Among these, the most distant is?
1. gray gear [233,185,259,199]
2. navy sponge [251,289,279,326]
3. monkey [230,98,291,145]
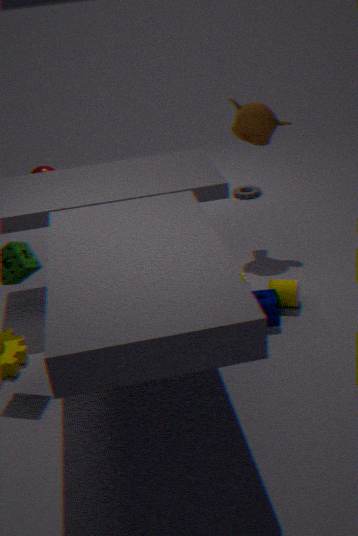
gray gear [233,185,259,199]
